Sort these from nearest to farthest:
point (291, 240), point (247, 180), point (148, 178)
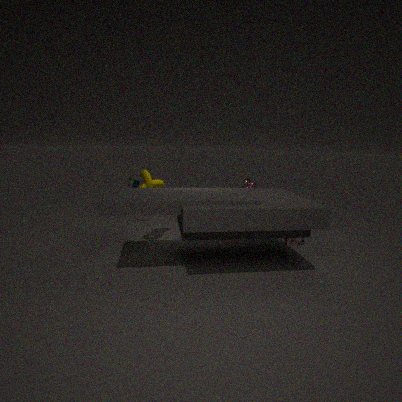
point (148, 178) → point (291, 240) → point (247, 180)
